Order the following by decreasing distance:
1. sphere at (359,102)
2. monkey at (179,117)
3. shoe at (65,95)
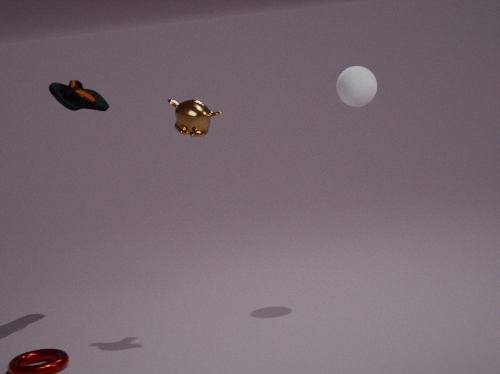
shoe at (65,95) → sphere at (359,102) → monkey at (179,117)
